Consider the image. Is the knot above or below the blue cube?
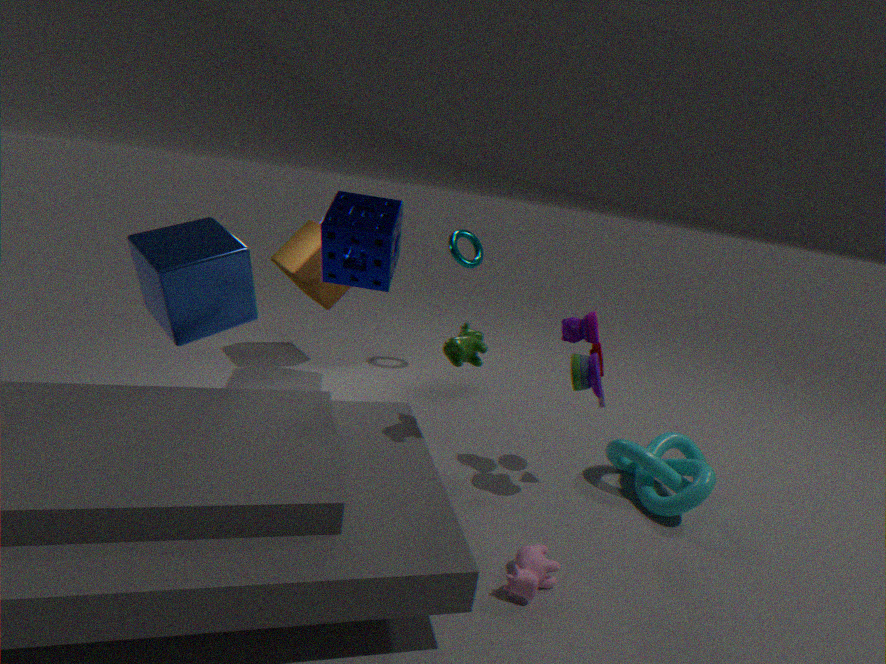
below
